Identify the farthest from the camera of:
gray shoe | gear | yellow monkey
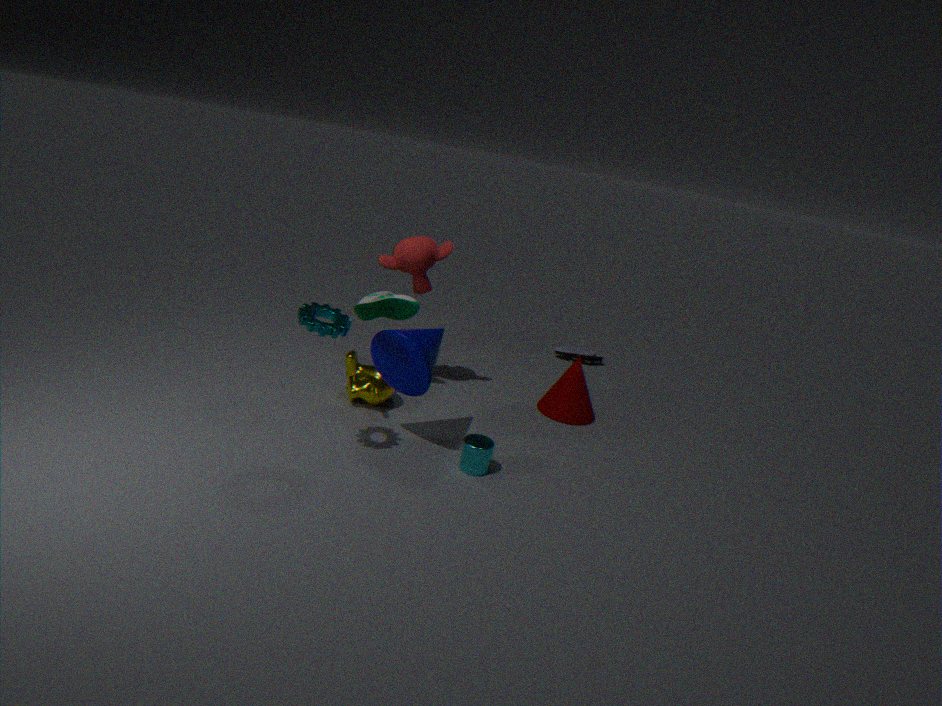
gray shoe
